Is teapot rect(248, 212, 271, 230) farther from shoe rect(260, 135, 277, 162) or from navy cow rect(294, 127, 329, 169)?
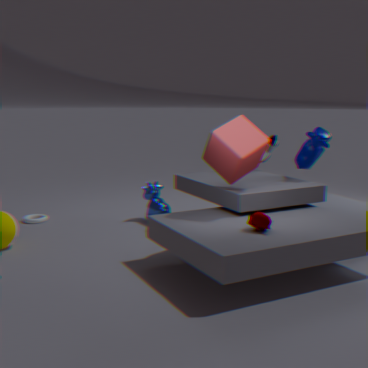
shoe rect(260, 135, 277, 162)
